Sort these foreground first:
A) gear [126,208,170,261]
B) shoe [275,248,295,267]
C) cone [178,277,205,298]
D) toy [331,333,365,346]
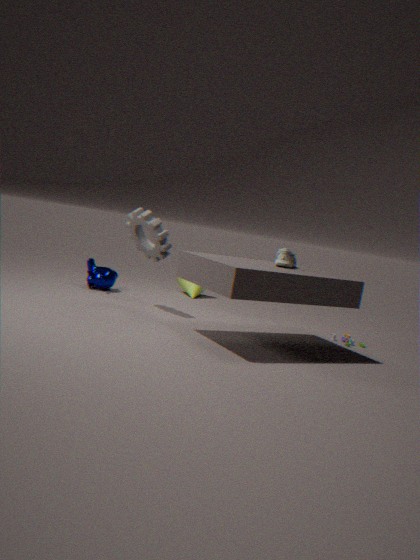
shoe [275,248,295,267], gear [126,208,170,261], toy [331,333,365,346], cone [178,277,205,298]
